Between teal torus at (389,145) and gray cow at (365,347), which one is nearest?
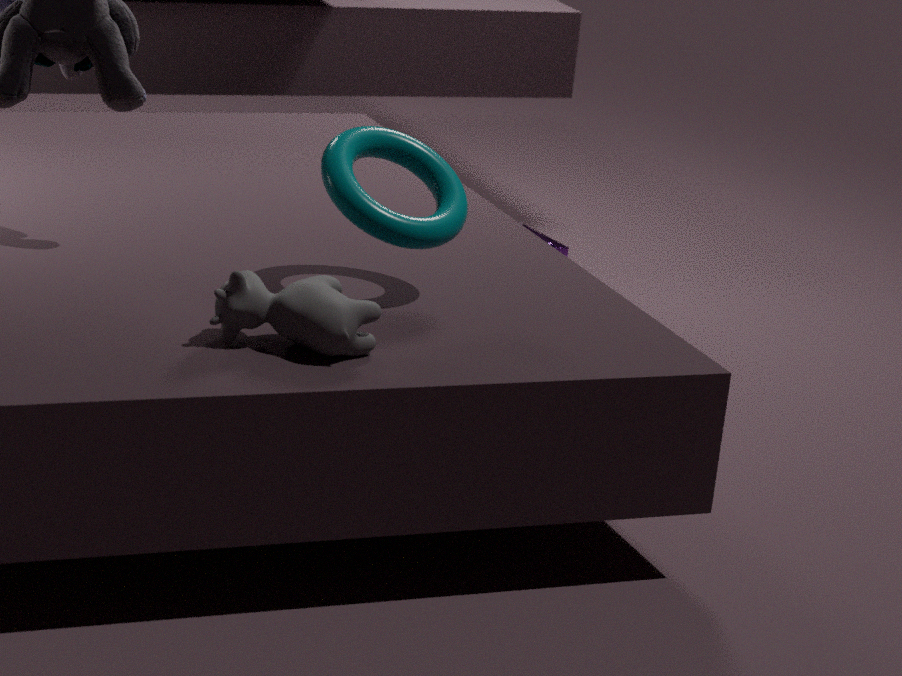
gray cow at (365,347)
